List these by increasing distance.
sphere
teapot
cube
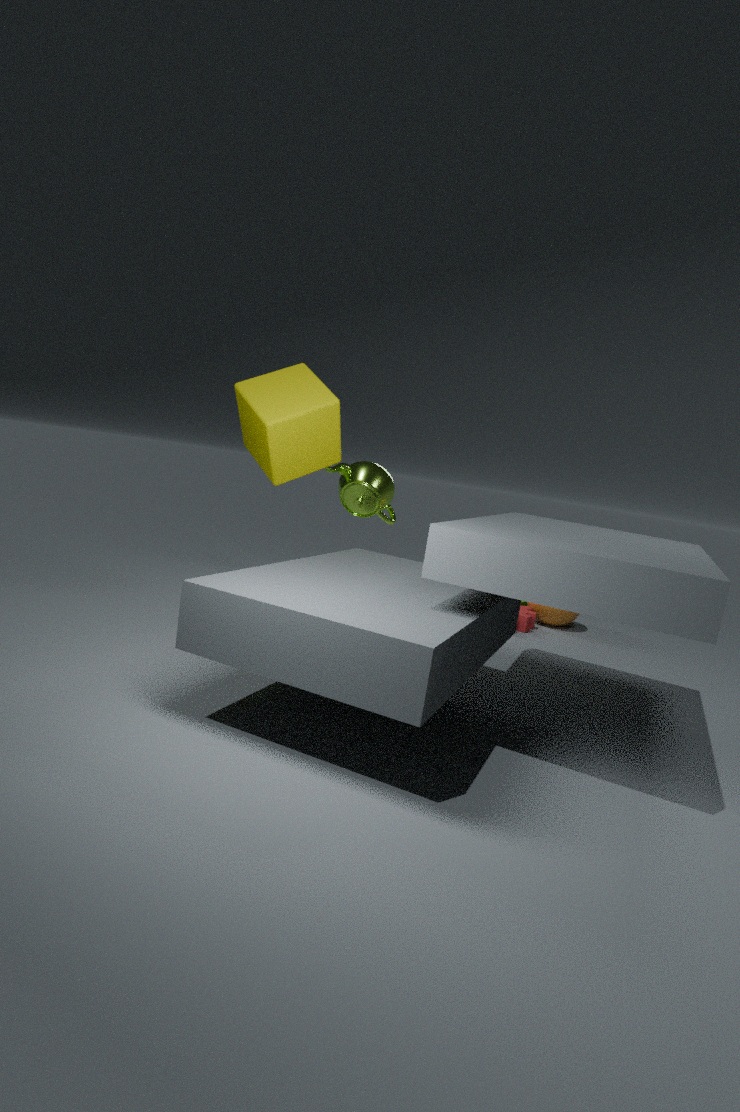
cube < teapot < sphere
